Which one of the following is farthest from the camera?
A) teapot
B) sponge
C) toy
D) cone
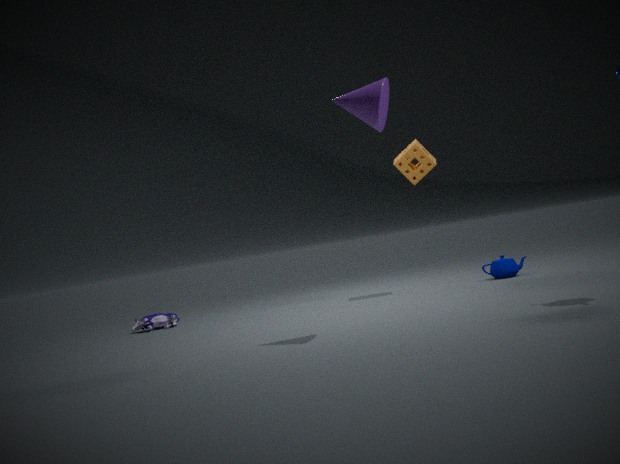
toy
